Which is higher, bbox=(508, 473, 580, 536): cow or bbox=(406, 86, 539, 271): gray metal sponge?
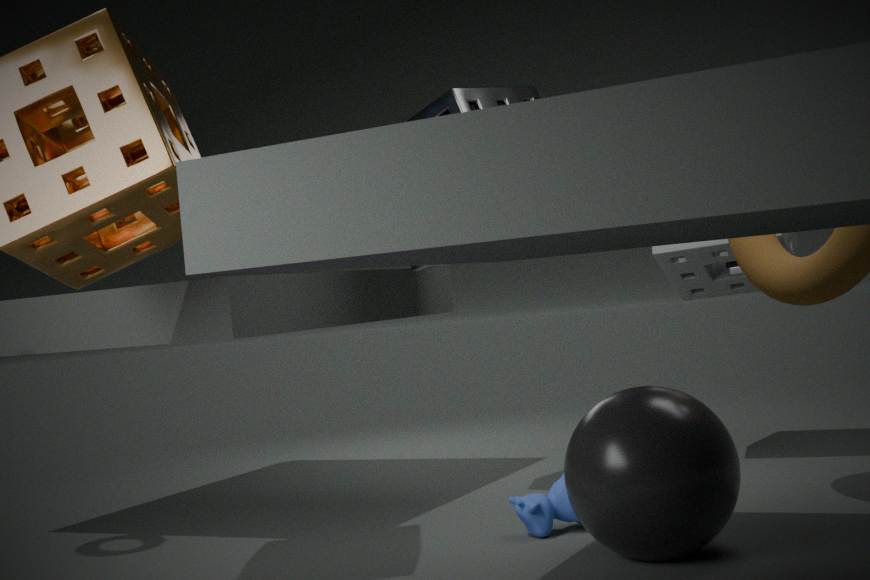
bbox=(406, 86, 539, 271): gray metal sponge
